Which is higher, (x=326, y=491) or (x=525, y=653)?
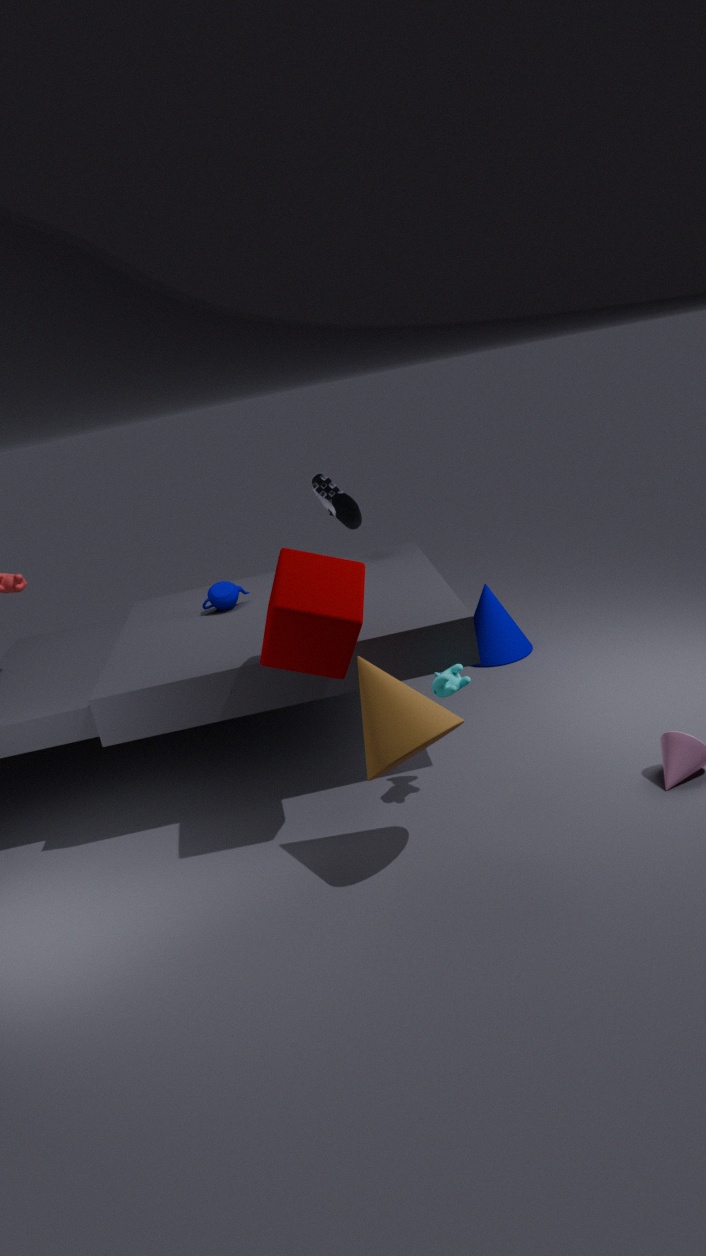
(x=326, y=491)
